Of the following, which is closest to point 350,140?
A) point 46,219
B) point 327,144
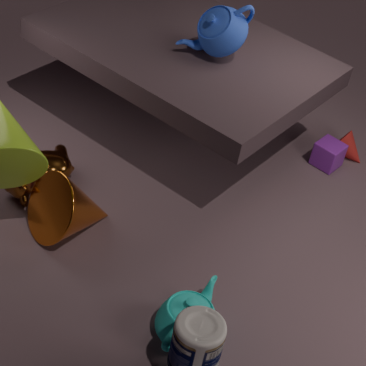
point 327,144
